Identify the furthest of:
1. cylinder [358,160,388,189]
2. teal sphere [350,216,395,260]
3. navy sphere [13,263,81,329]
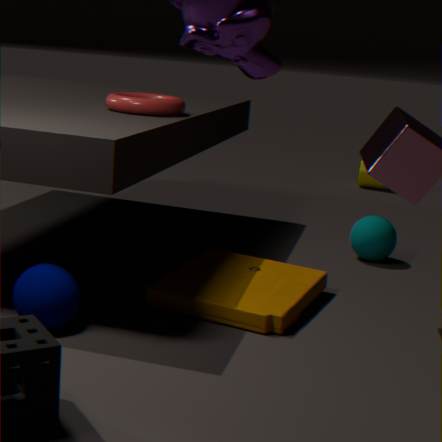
cylinder [358,160,388,189]
